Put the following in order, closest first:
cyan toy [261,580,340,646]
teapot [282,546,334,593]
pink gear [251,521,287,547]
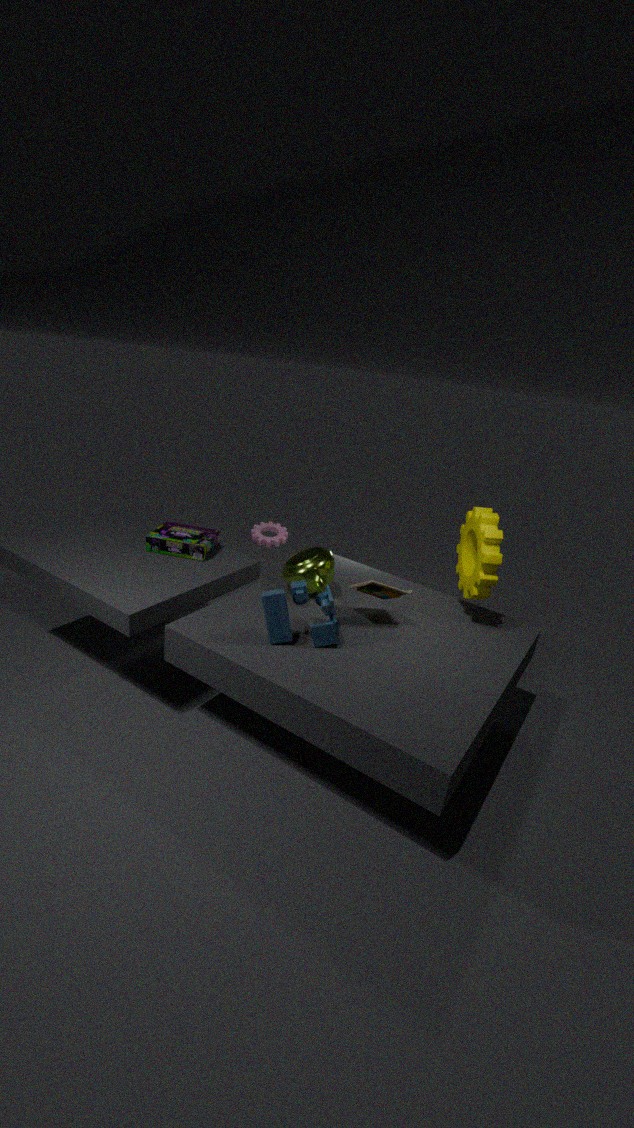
cyan toy [261,580,340,646]
teapot [282,546,334,593]
pink gear [251,521,287,547]
